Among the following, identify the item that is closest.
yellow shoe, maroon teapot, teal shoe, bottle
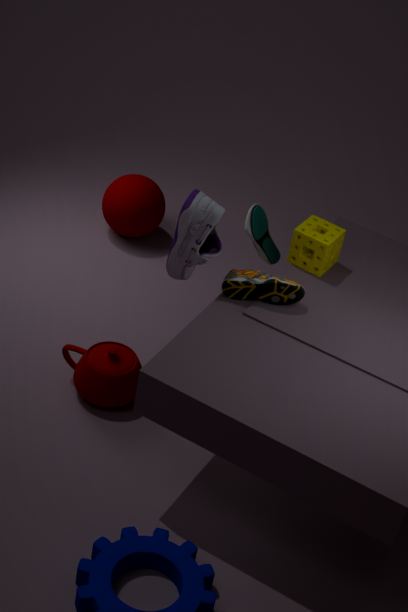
bottle
